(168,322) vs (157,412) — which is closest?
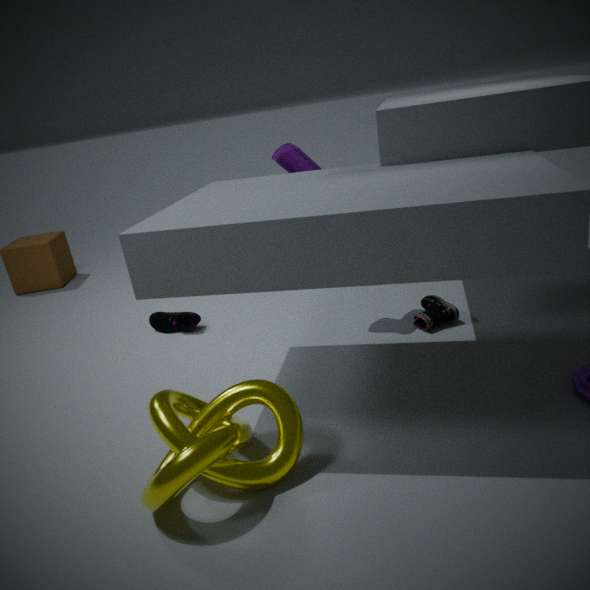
(157,412)
